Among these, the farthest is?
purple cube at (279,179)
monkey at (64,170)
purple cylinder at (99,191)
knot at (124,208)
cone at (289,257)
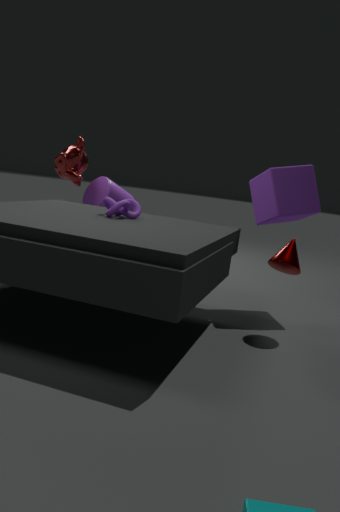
purple cylinder at (99,191)
